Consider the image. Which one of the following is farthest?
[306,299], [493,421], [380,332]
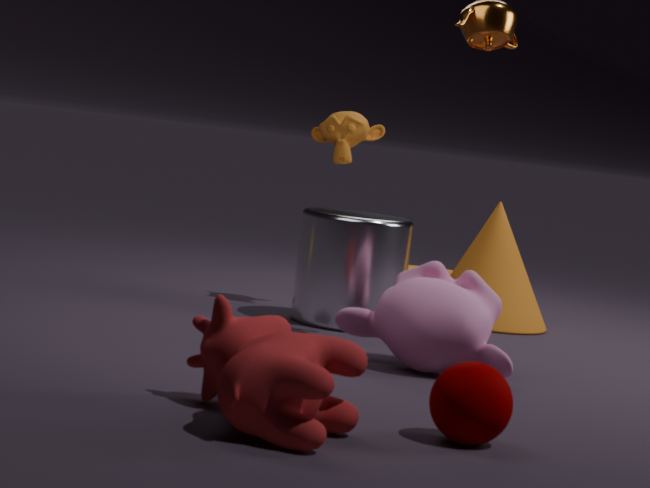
[306,299]
